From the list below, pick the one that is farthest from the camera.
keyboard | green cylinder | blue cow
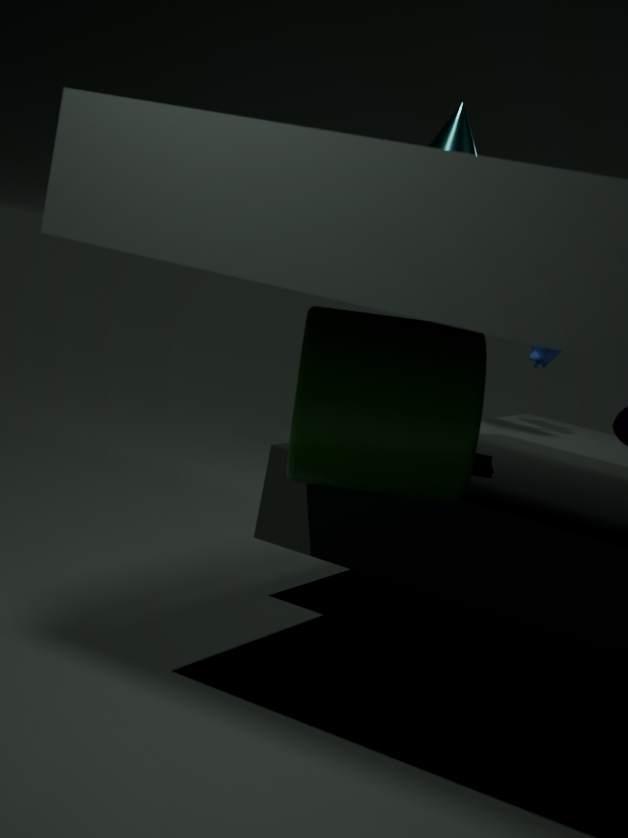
blue cow
